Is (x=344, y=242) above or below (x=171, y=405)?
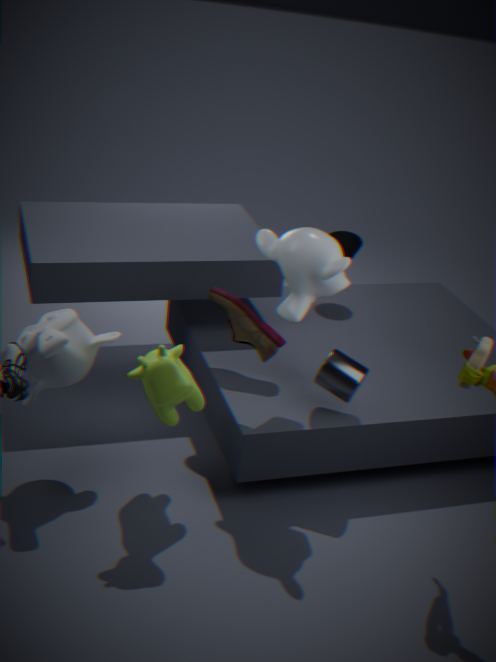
above
